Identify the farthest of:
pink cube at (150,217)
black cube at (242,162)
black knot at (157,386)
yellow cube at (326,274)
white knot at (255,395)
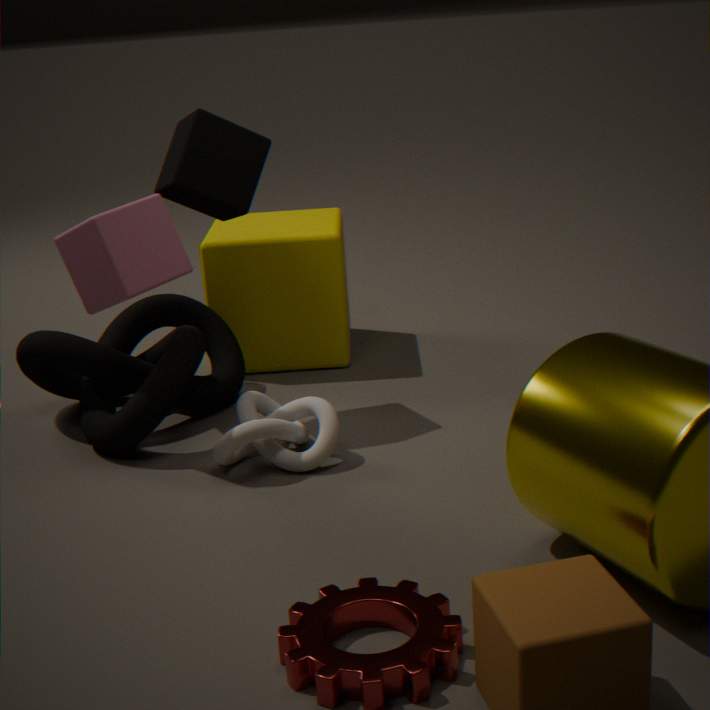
yellow cube at (326,274)
